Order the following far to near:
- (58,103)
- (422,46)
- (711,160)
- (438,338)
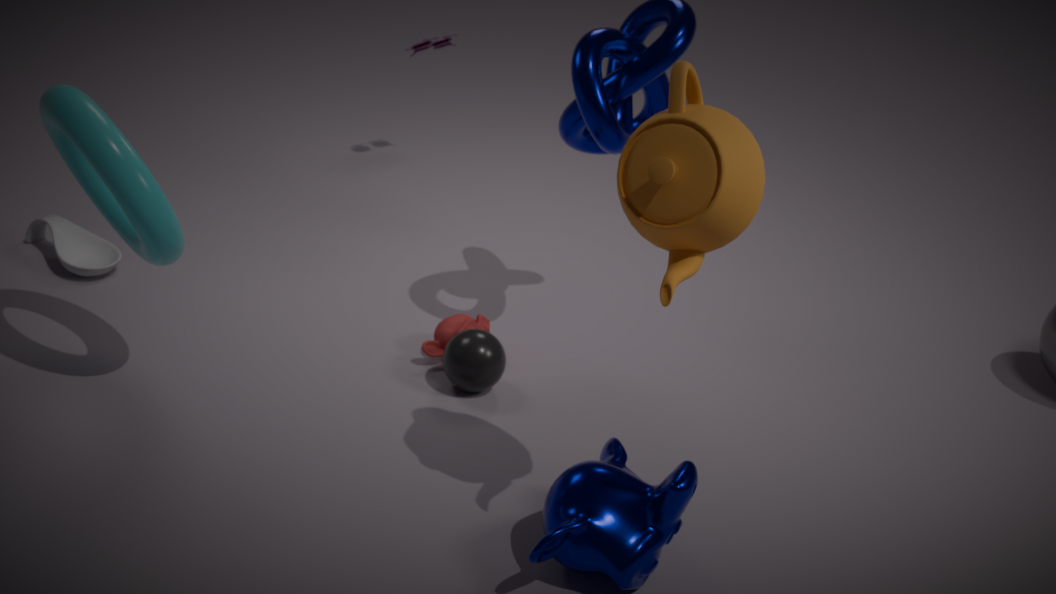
(422,46)
(438,338)
(58,103)
(711,160)
